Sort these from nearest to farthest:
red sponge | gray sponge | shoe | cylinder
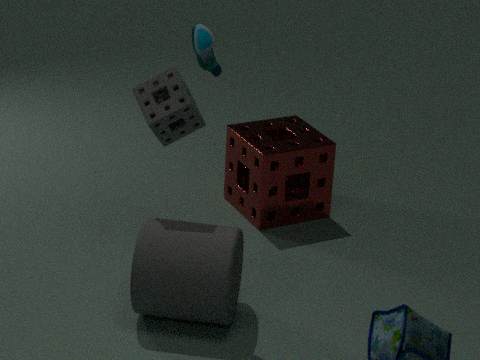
shoe
cylinder
gray sponge
red sponge
